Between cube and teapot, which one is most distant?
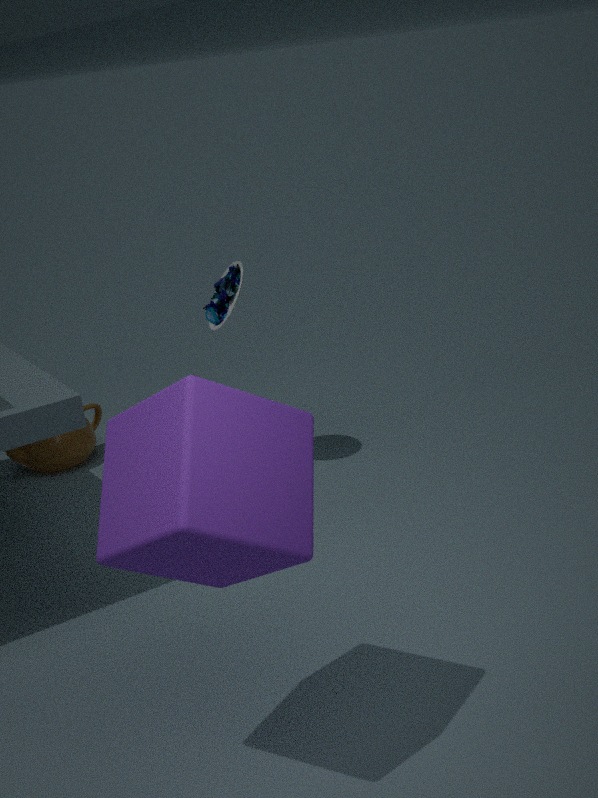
teapot
